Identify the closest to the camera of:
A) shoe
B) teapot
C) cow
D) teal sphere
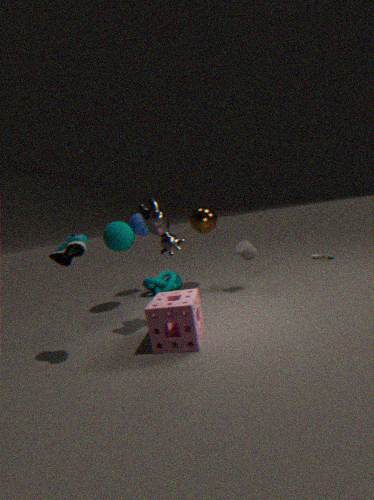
shoe
